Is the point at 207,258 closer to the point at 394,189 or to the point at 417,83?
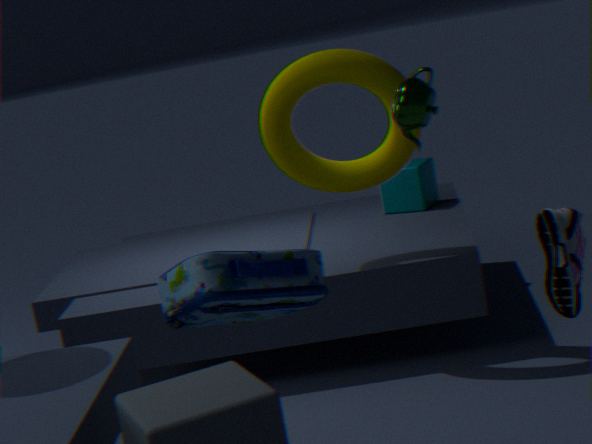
the point at 417,83
